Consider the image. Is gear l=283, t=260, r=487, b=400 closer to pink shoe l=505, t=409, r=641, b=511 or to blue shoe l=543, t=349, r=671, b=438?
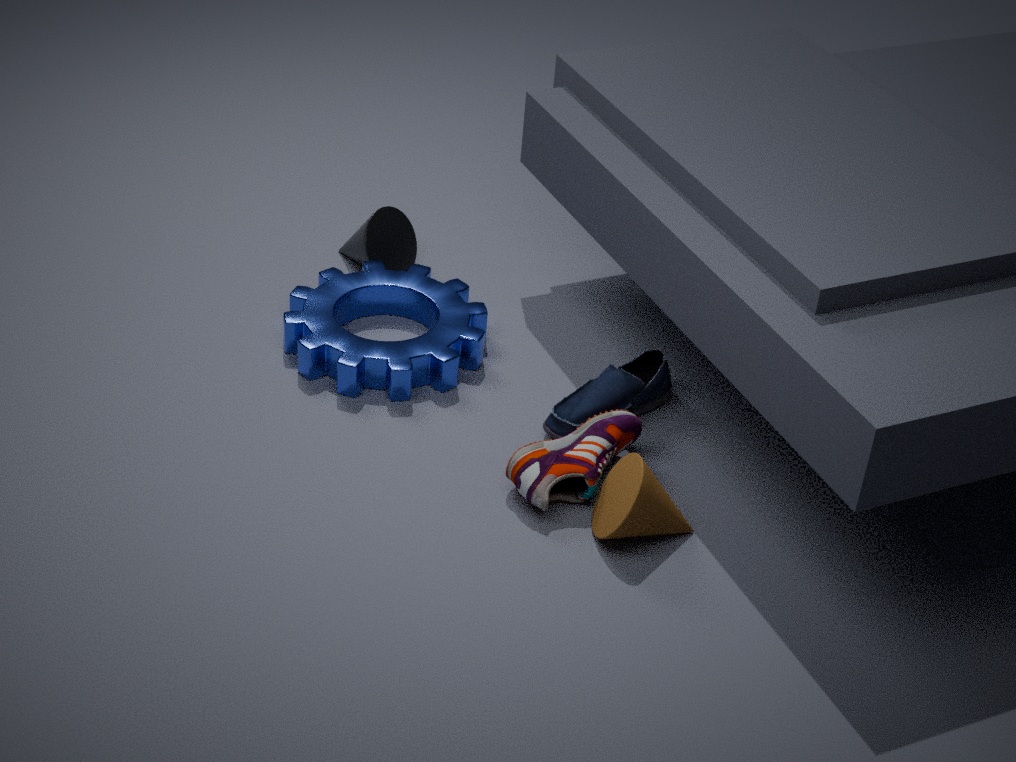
blue shoe l=543, t=349, r=671, b=438
